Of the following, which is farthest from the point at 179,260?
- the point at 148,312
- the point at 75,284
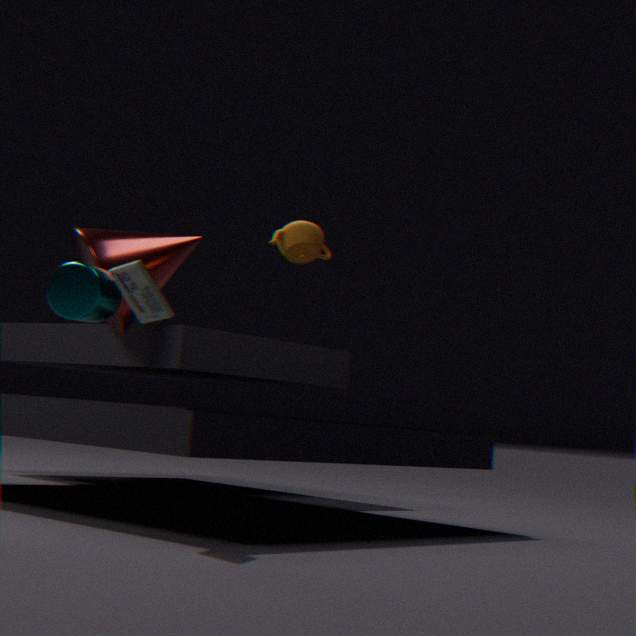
the point at 148,312
